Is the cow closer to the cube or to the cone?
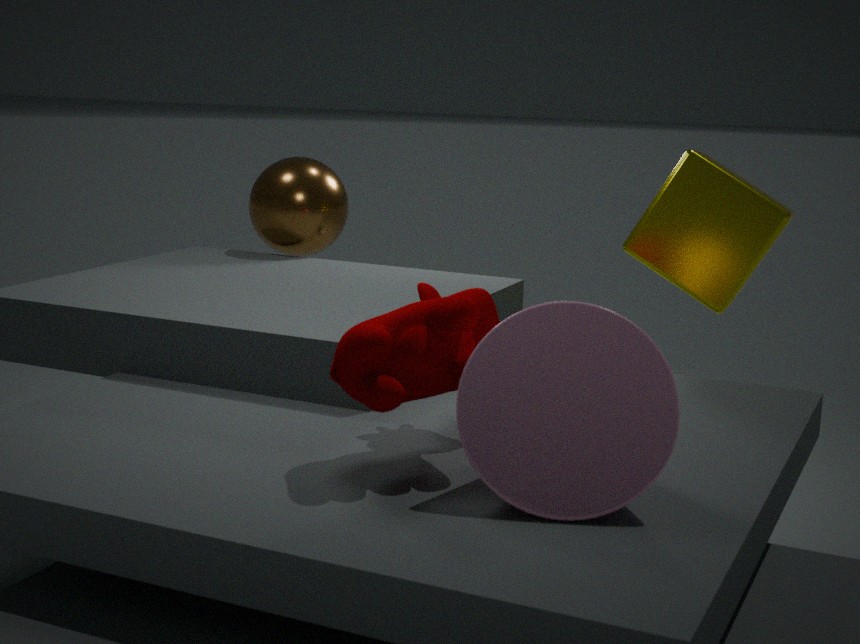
the cone
